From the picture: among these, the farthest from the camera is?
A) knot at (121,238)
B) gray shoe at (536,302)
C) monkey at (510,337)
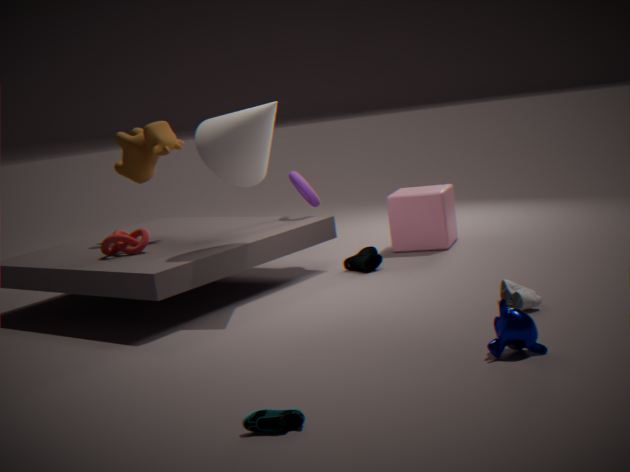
knot at (121,238)
